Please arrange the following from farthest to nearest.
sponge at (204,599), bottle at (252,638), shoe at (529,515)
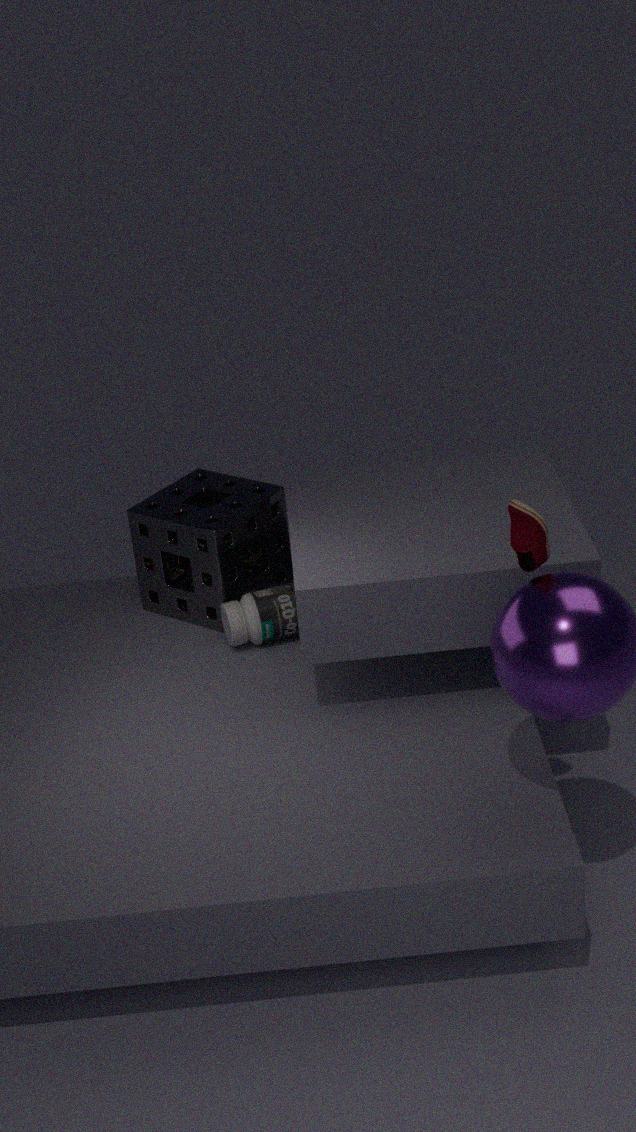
sponge at (204,599) < bottle at (252,638) < shoe at (529,515)
